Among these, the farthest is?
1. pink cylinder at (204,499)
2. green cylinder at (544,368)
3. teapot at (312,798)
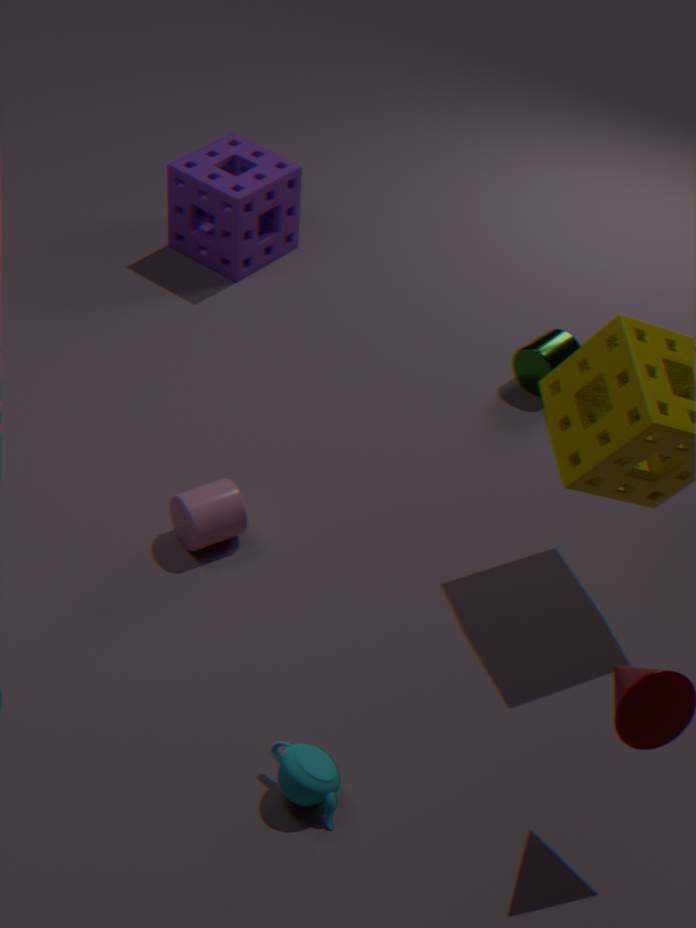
green cylinder at (544,368)
